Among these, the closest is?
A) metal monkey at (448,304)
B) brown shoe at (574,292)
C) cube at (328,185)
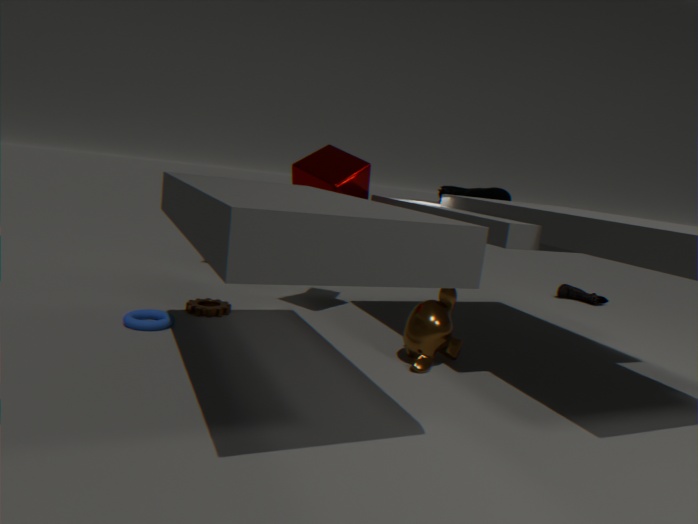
metal monkey at (448,304)
